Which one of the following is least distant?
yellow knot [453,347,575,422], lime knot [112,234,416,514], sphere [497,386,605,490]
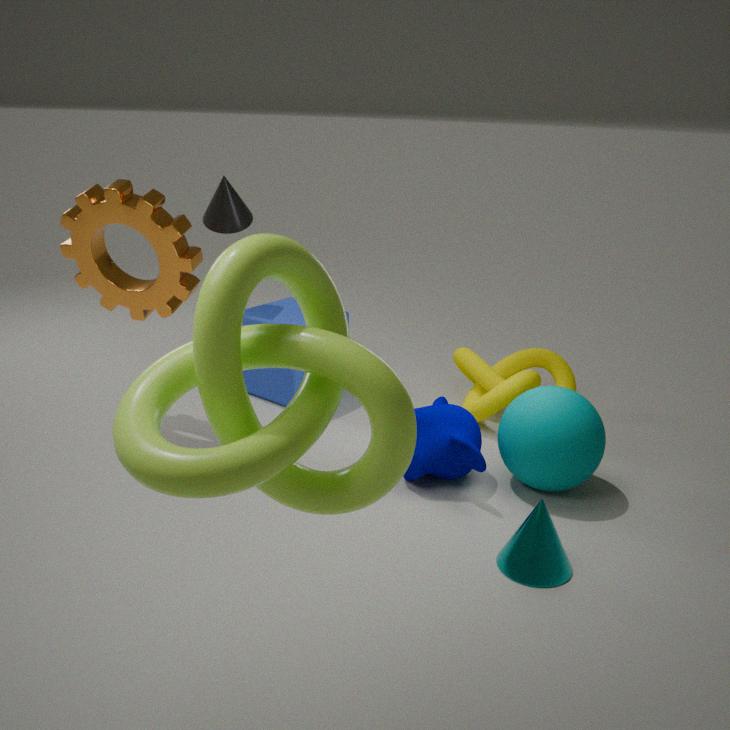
lime knot [112,234,416,514]
